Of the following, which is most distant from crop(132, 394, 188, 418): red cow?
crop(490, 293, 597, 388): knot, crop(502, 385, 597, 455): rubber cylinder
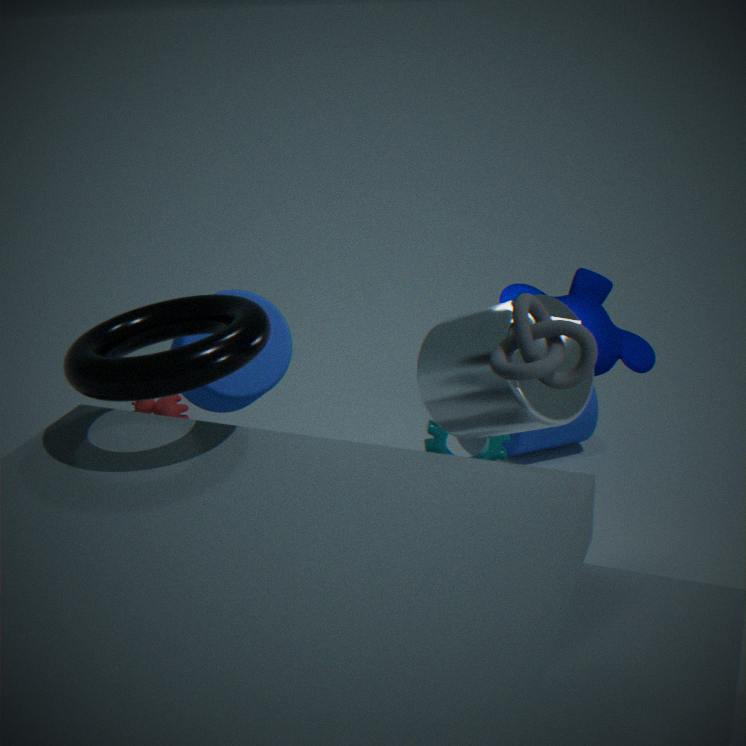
crop(490, 293, 597, 388): knot
